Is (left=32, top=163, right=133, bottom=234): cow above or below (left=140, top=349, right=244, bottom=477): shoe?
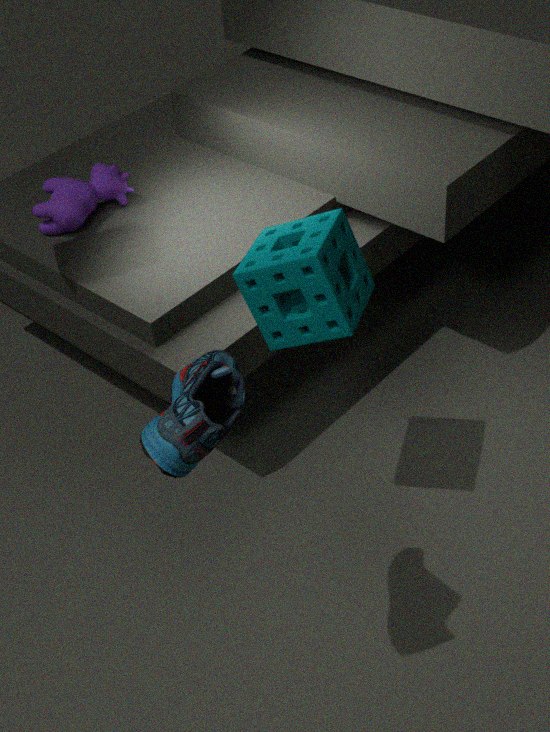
below
